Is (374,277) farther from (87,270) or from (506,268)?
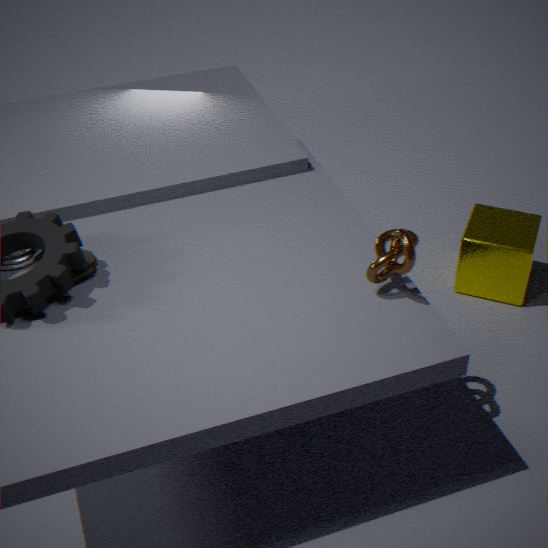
(87,270)
